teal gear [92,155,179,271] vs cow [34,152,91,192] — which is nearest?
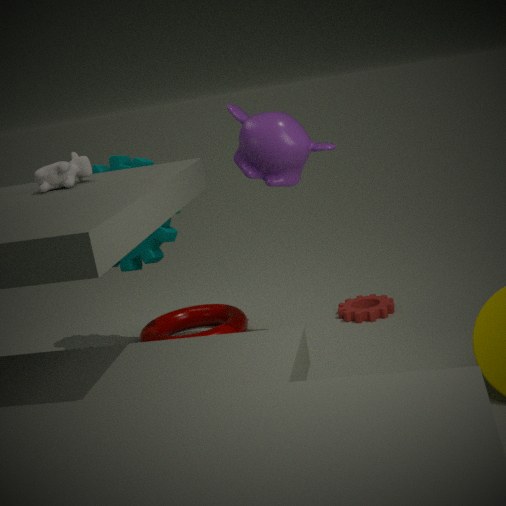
cow [34,152,91,192]
